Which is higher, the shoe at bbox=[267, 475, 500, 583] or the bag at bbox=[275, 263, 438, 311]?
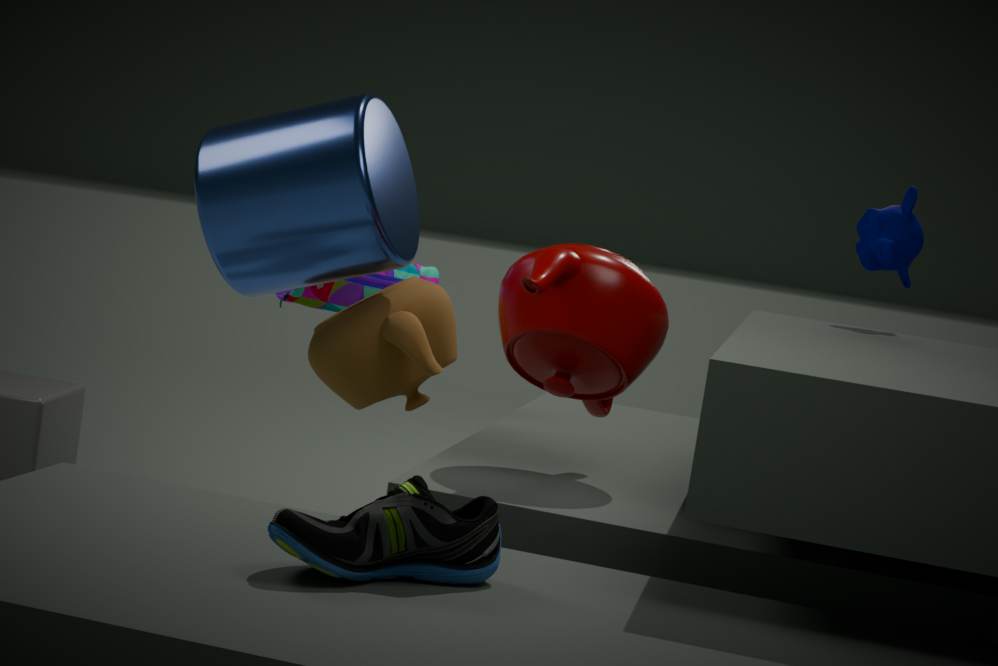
the bag at bbox=[275, 263, 438, 311]
